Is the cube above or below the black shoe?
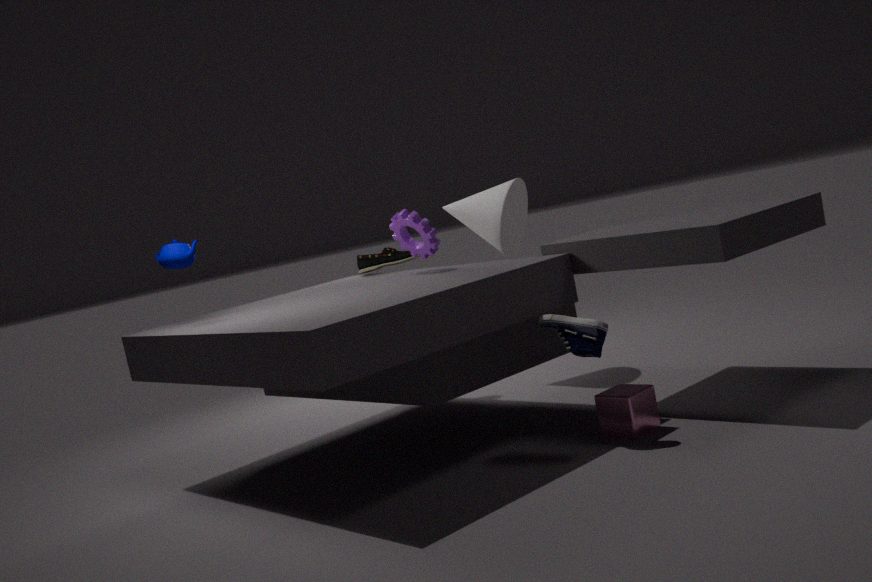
below
